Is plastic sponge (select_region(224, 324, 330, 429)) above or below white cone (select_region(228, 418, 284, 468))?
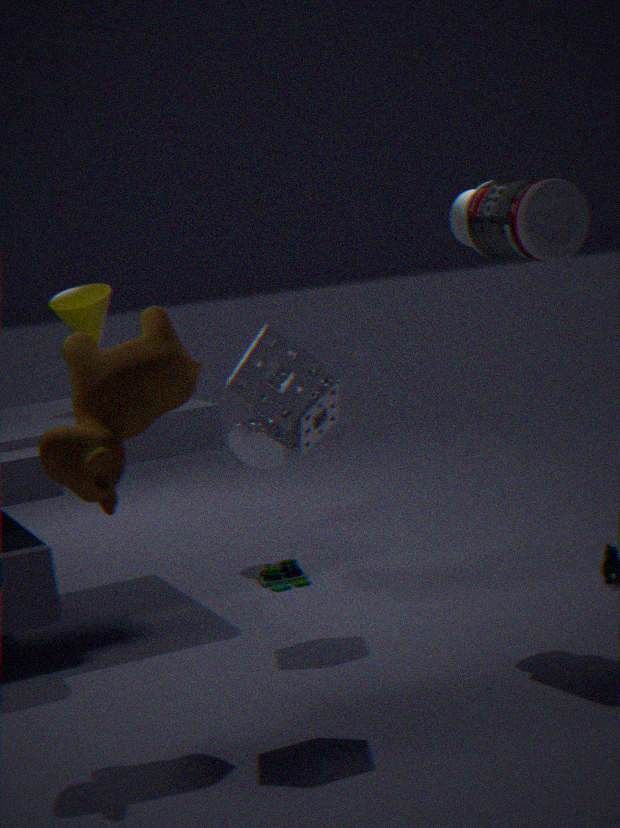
above
